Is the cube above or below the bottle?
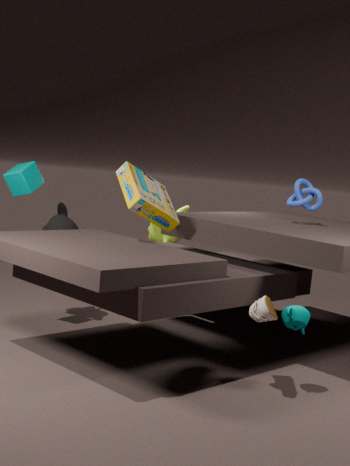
above
